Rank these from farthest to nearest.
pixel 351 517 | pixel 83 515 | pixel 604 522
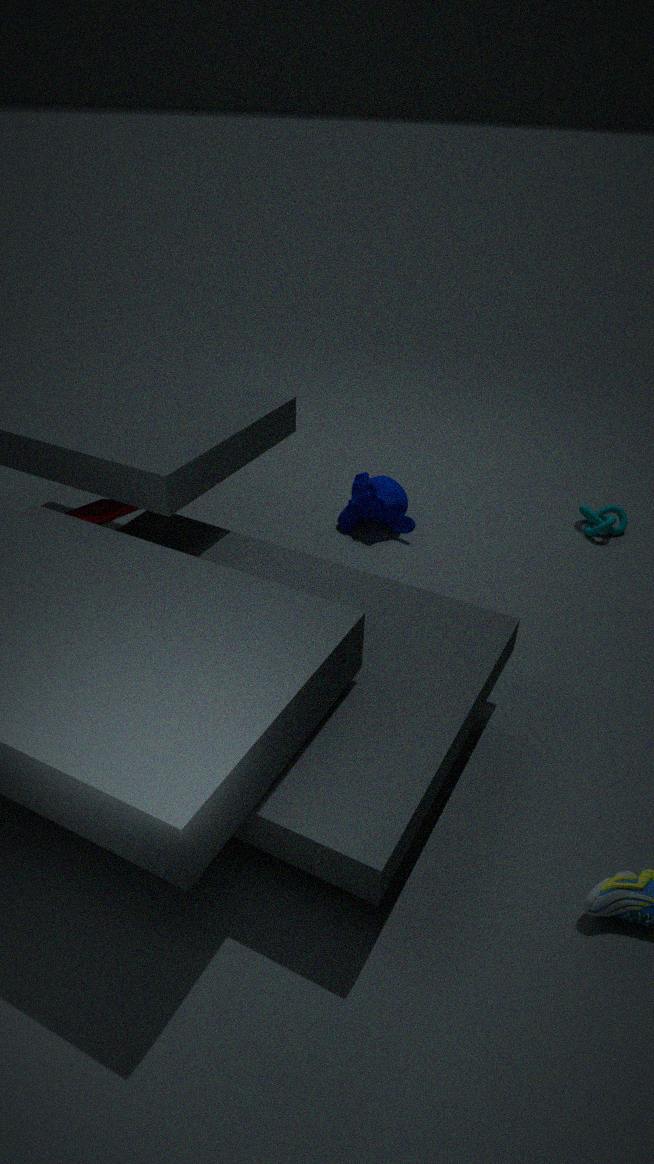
pixel 351 517, pixel 604 522, pixel 83 515
